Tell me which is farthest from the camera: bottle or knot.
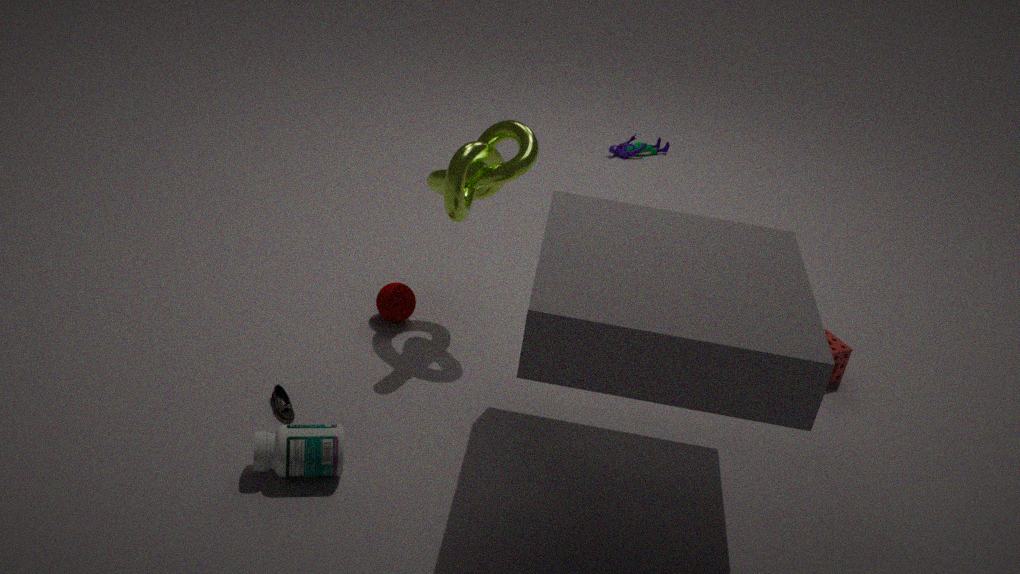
knot
